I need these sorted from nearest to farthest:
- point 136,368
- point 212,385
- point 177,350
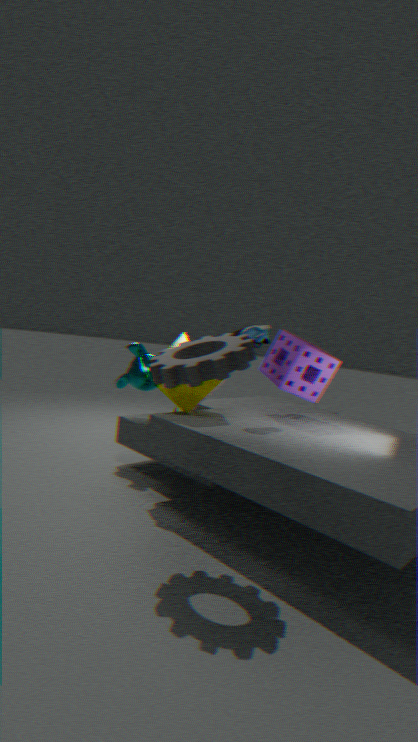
point 177,350 < point 212,385 < point 136,368
